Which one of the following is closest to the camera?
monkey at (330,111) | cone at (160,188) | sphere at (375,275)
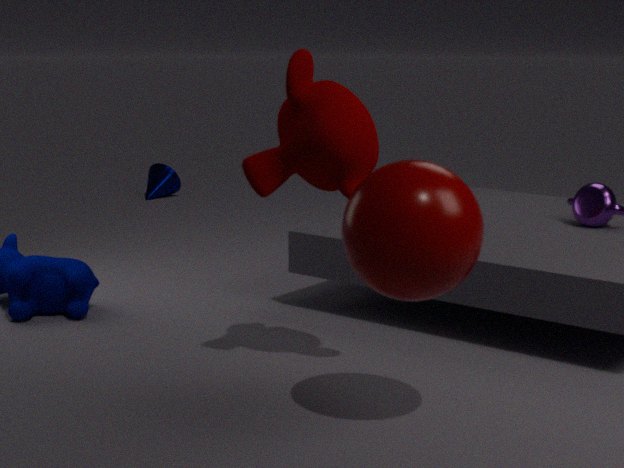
sphere at (375,275)
